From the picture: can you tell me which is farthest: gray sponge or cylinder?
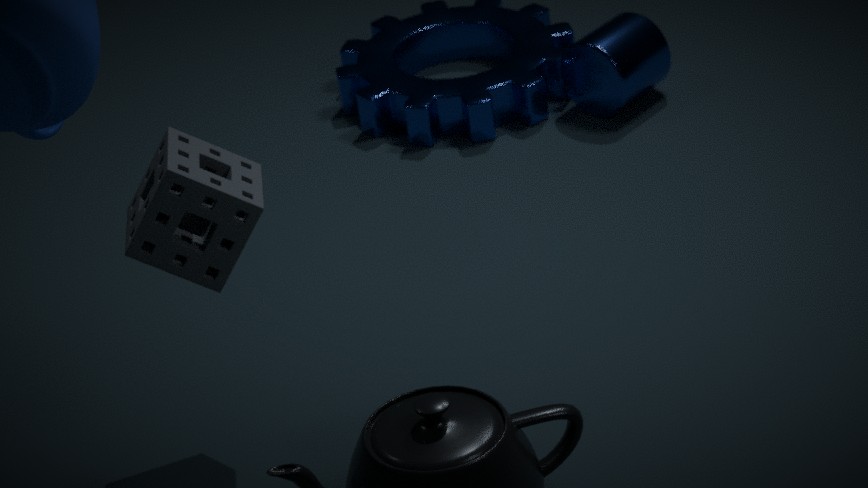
cylinder
